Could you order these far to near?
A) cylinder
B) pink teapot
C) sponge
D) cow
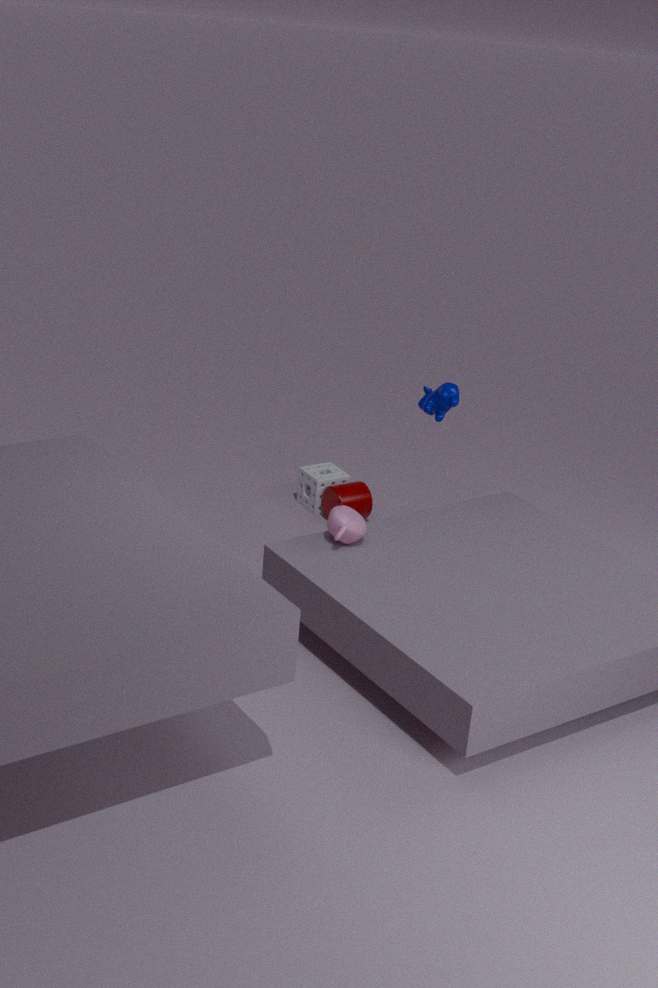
sponge < cylinder < cow < pink teapot
